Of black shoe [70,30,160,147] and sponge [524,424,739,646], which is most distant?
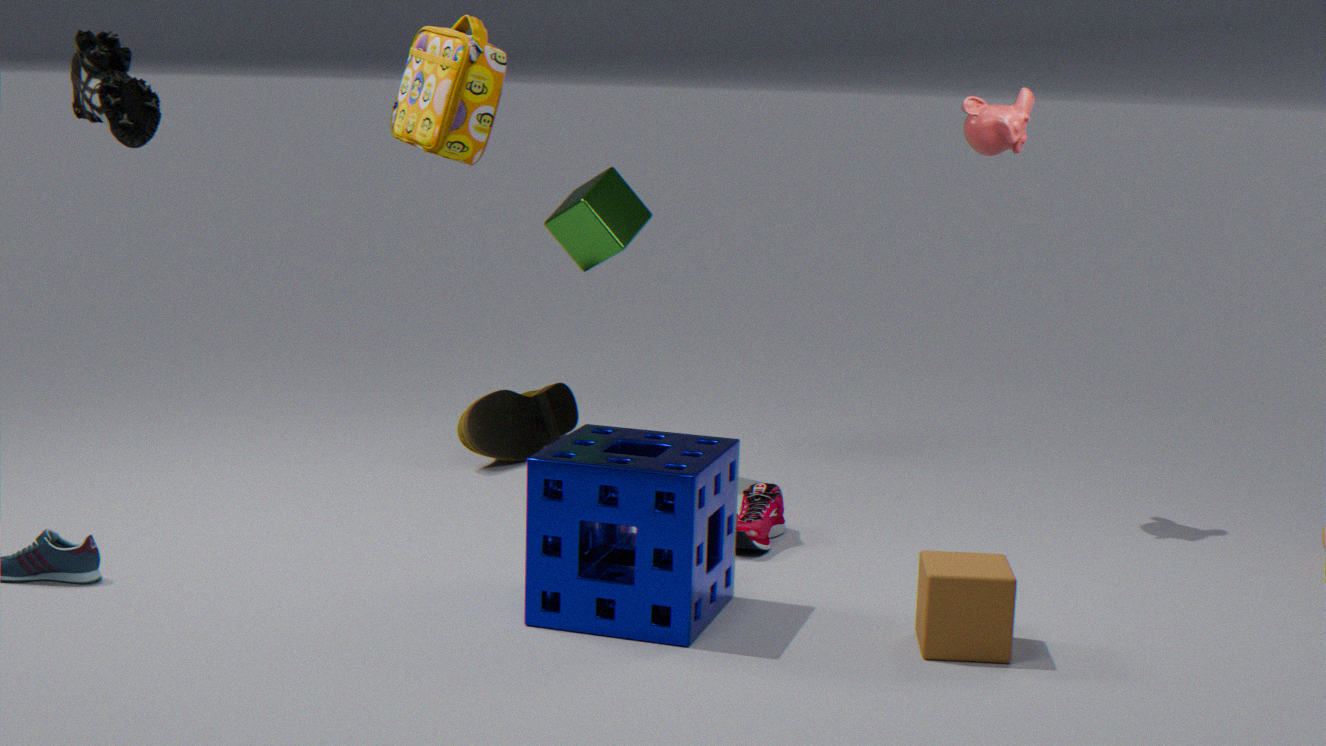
sponge [524,424,739,646]
